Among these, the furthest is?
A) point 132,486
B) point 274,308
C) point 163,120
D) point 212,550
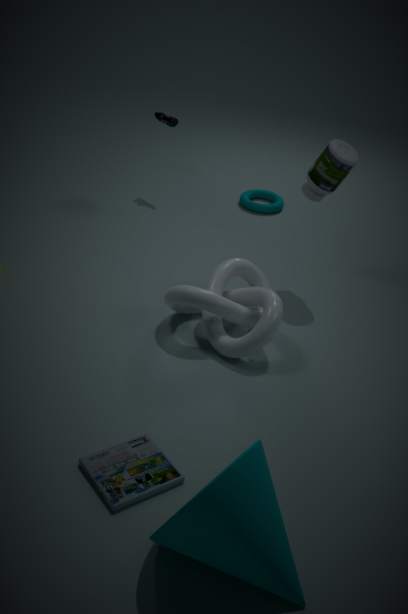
point 163,120
